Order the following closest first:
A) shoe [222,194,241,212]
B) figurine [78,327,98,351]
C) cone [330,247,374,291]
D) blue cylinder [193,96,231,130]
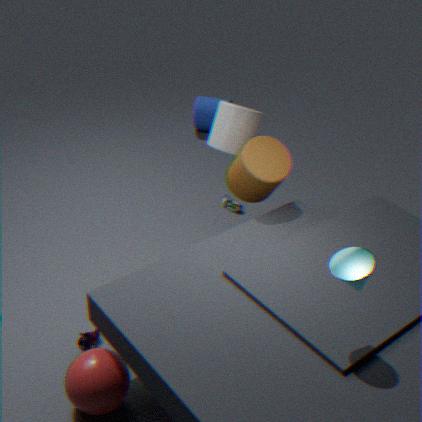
cone [330,247,374,291], figurine [78,327,98,351], shoe [222,194,241,212], blue cylinder [193,96,231,130]
